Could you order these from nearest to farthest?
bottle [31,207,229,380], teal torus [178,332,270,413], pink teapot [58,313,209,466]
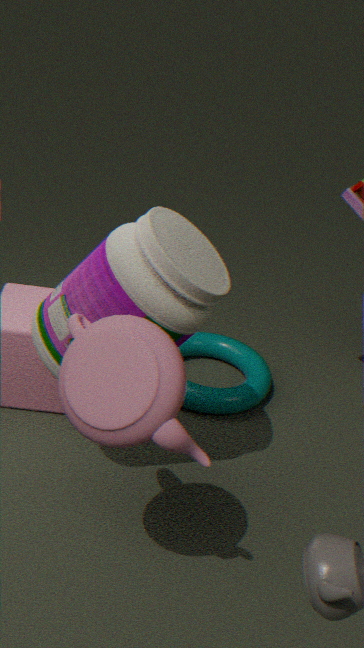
pink teapot [58,313,209,466] < bottle [31,207,229,380] < teal torus [178,332,270,413]
